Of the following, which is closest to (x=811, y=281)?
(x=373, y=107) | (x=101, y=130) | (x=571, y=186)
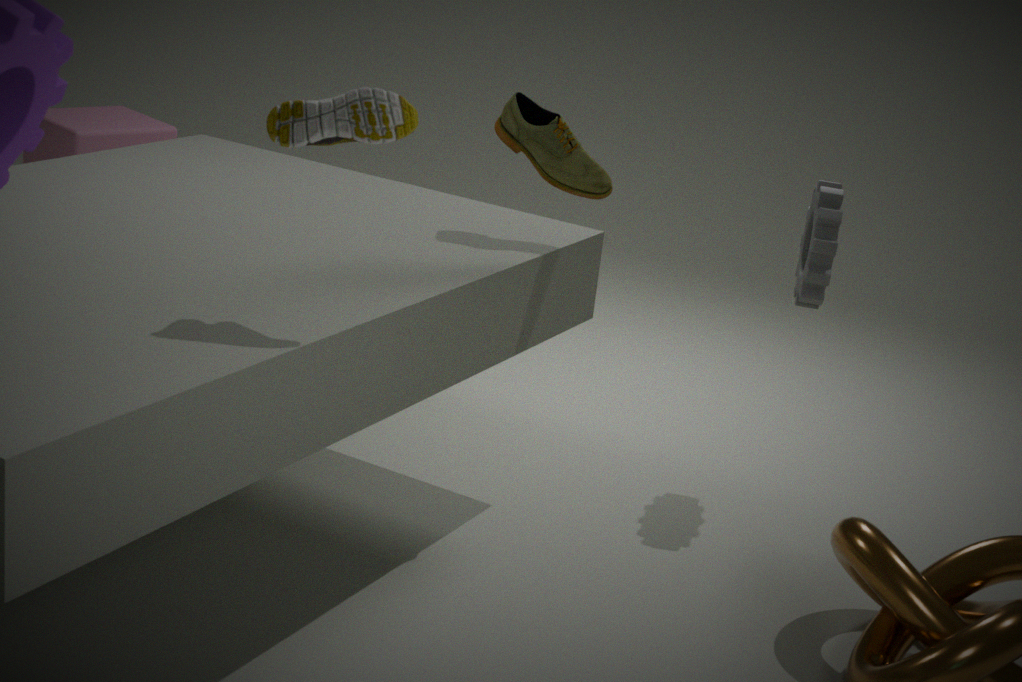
(x=571, y=186)
